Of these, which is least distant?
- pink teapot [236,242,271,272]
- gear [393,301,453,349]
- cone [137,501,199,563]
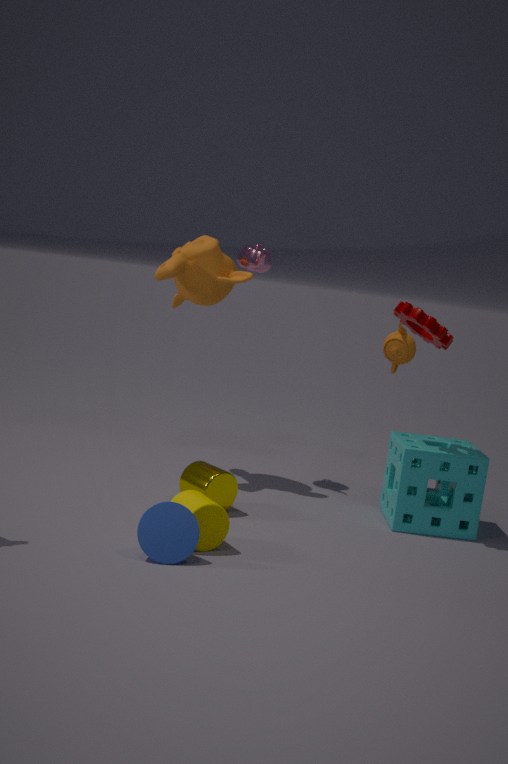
cone [137,501,199,563]
